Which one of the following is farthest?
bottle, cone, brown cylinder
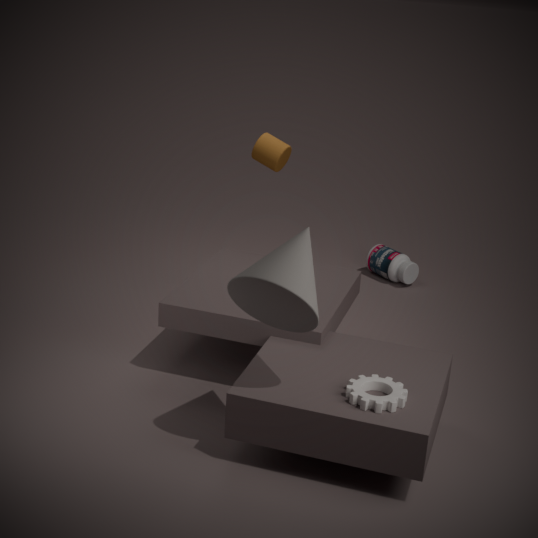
bottle
